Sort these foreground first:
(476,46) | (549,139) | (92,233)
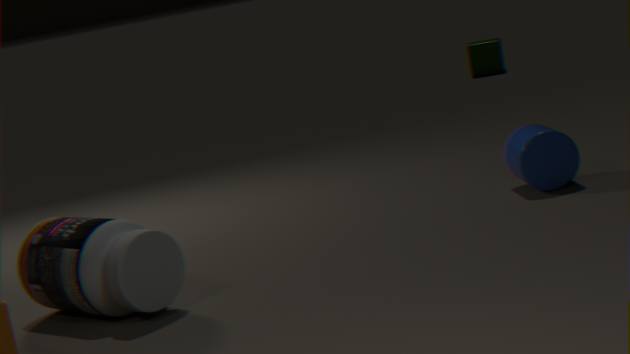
(92,233)
(549,139)
(476,46)
